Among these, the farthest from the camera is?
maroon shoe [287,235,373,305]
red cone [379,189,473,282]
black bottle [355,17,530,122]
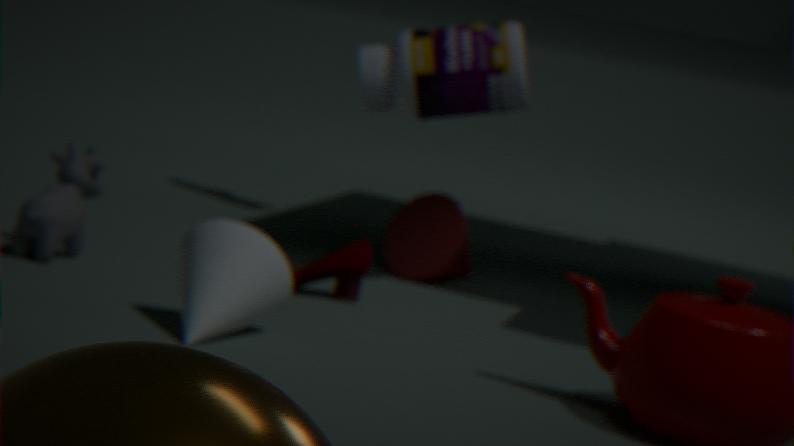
red cone [379,189,473,282]
